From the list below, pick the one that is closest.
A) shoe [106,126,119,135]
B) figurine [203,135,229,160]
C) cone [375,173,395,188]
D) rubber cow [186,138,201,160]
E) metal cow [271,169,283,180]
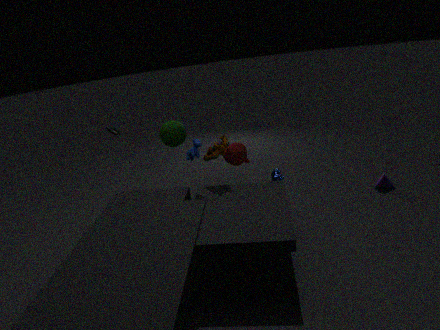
rubber cow [186,138,201,160]
